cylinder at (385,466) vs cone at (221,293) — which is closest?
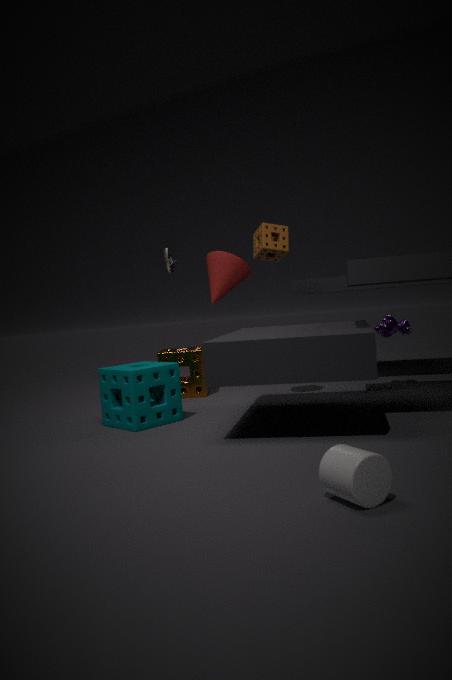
cylinder at (385,466)
